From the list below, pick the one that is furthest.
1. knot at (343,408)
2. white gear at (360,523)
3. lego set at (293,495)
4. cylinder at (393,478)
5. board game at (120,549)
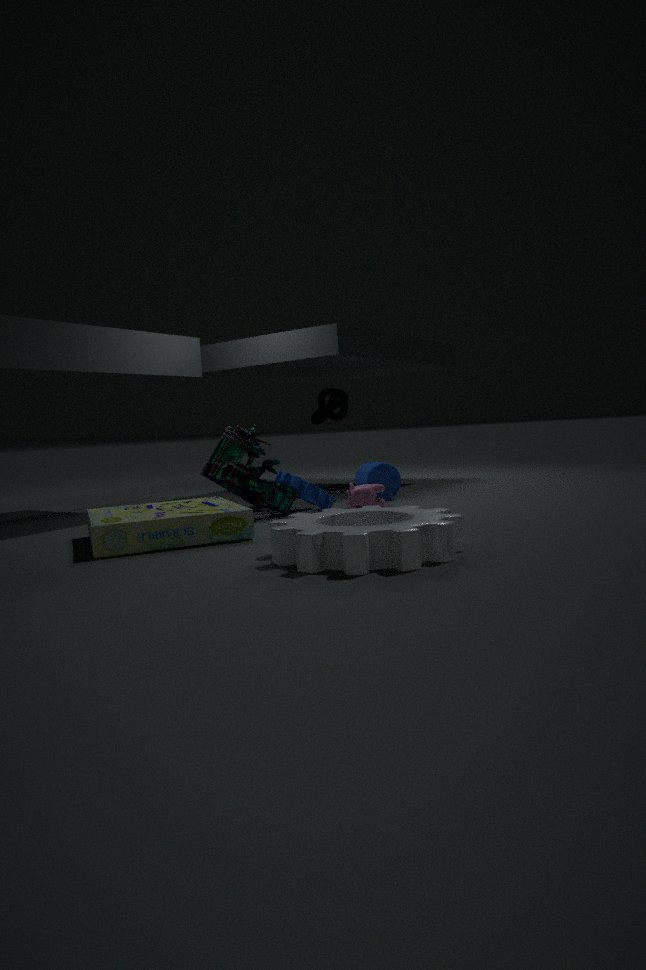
knot at (343,408)
